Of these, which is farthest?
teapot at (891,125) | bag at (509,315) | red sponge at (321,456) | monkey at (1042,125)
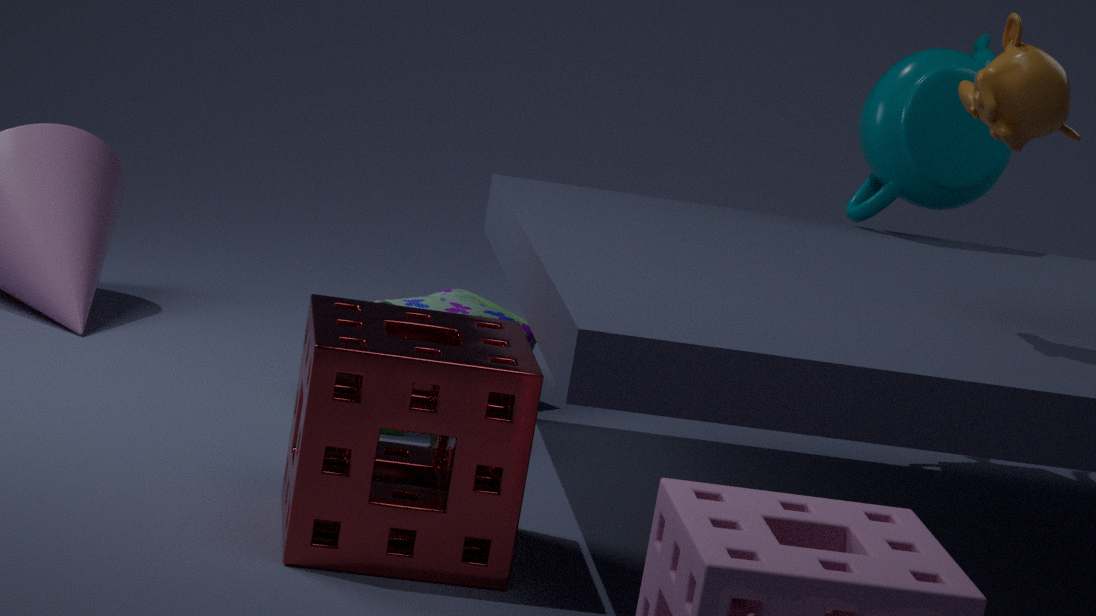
bag at (509,315)
